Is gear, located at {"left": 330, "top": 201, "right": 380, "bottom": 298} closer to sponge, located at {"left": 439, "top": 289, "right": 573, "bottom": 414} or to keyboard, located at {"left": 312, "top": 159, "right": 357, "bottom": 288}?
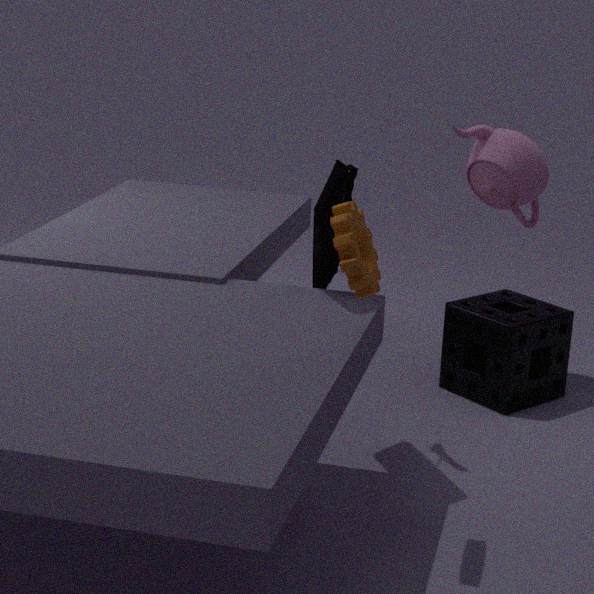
keyboard, located at {"left": 312, "top": 159, "right": 357, "bottom": 288}
